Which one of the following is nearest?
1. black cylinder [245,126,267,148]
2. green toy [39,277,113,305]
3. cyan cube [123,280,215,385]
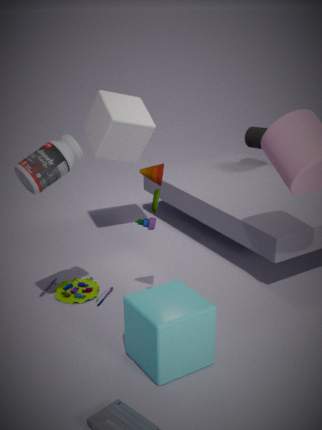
cyan cube [123,280,215,385]
